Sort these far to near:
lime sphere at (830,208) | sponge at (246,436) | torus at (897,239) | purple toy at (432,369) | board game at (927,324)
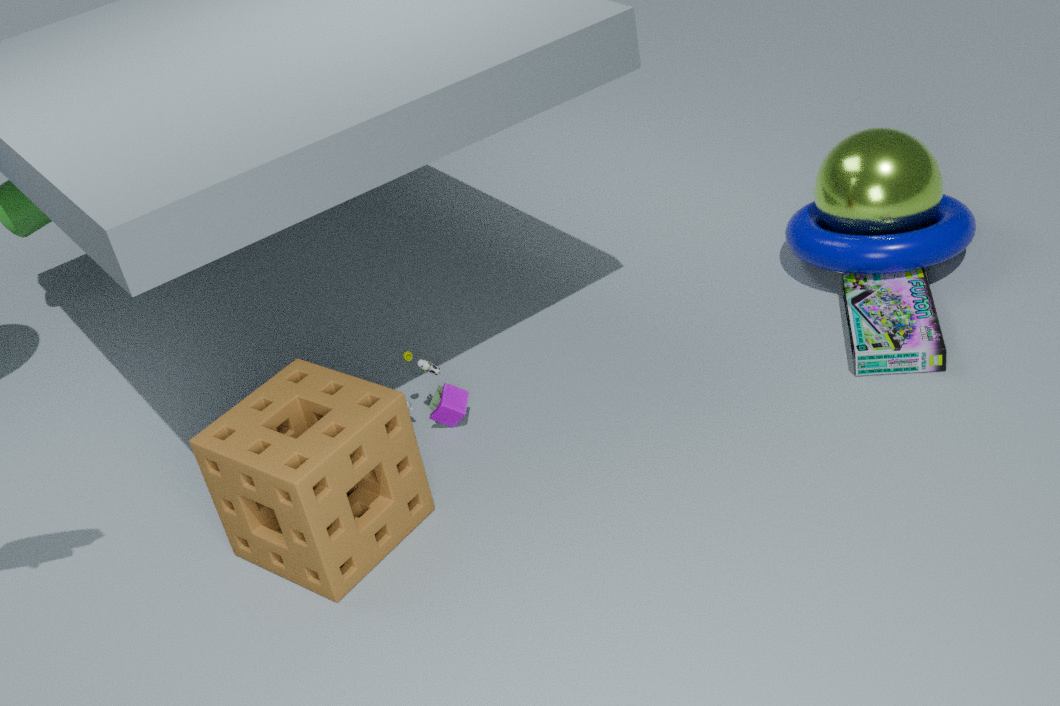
1. lime sphere at (830,208)
2. torus at (897,239)
3. purple toy at (432,369)
4. board game at (927,324)
5. sponge at (246,436)
